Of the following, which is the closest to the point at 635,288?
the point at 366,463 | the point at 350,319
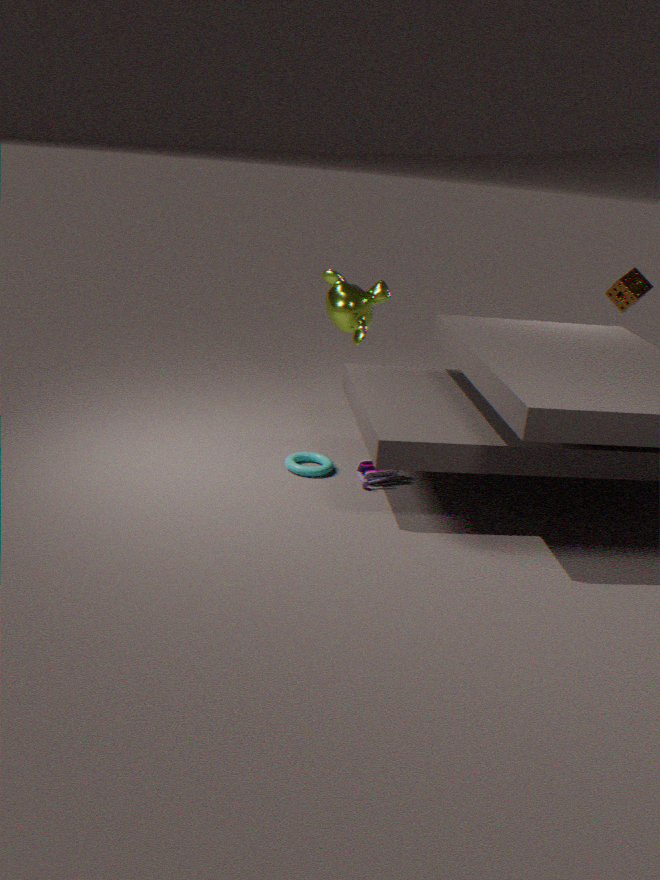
the point at 350,319
